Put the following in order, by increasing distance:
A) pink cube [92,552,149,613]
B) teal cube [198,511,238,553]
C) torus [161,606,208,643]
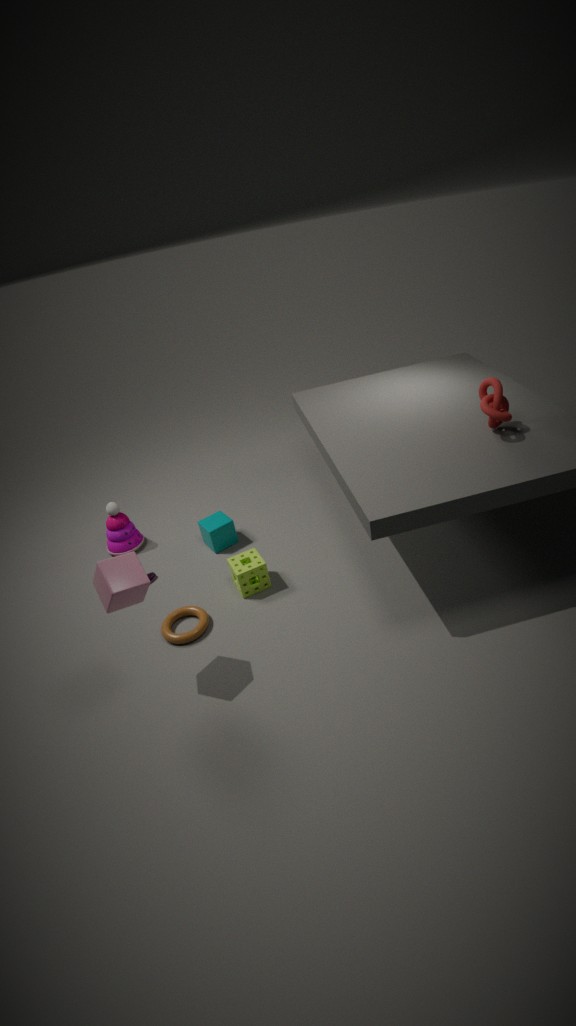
pink cube [92,552,149,613], torus [161,606,208,643], teal cube [198,511,238,553]
